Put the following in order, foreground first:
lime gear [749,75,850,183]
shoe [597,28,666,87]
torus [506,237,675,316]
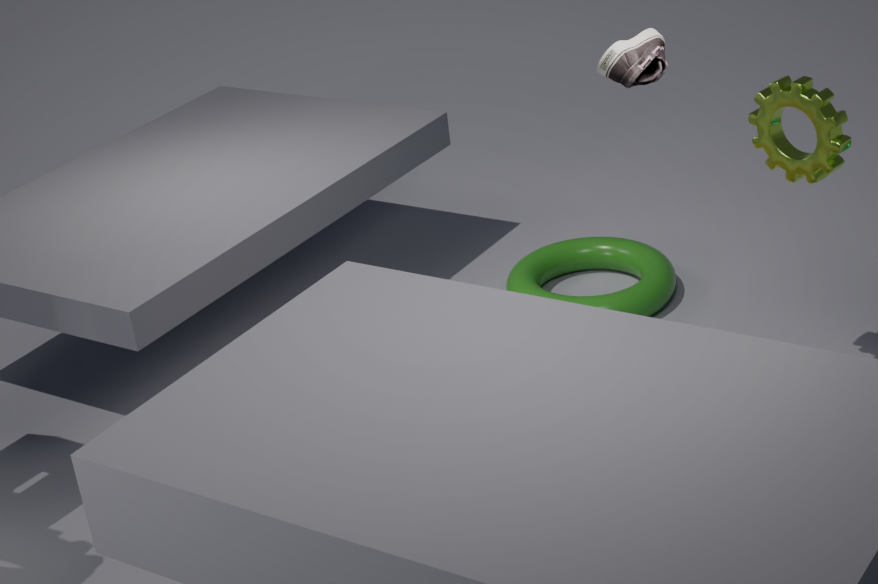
1. shoe [597,28,666,87]
2. lime gear [749,75,850,183]
3. torus [506,237,675,316]
